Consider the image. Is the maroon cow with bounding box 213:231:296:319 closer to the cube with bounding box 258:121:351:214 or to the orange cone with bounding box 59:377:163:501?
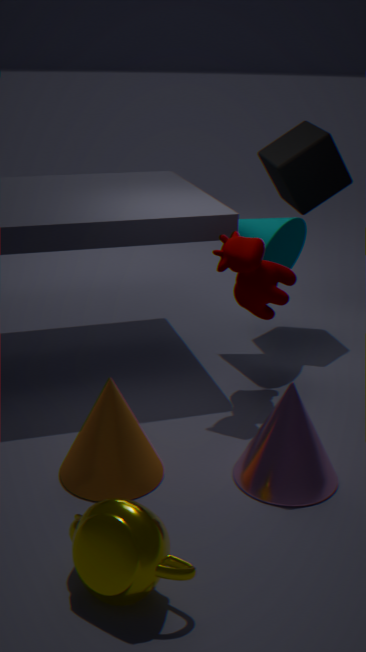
the cube with bounding box 258:121:351:214
